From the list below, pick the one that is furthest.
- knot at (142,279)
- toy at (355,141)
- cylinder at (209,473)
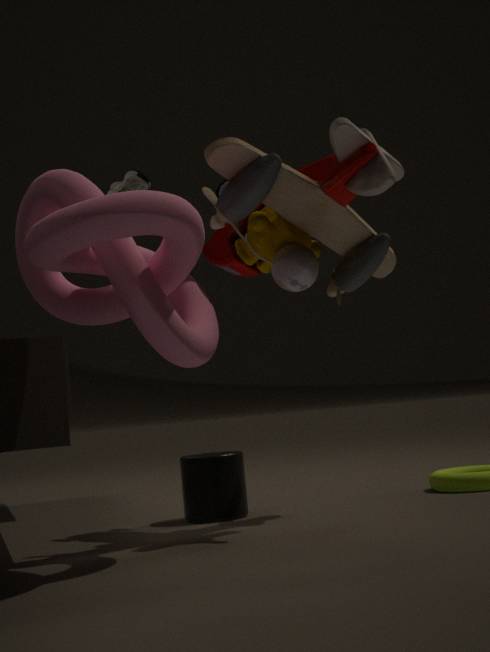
cylinder at (209,473)
